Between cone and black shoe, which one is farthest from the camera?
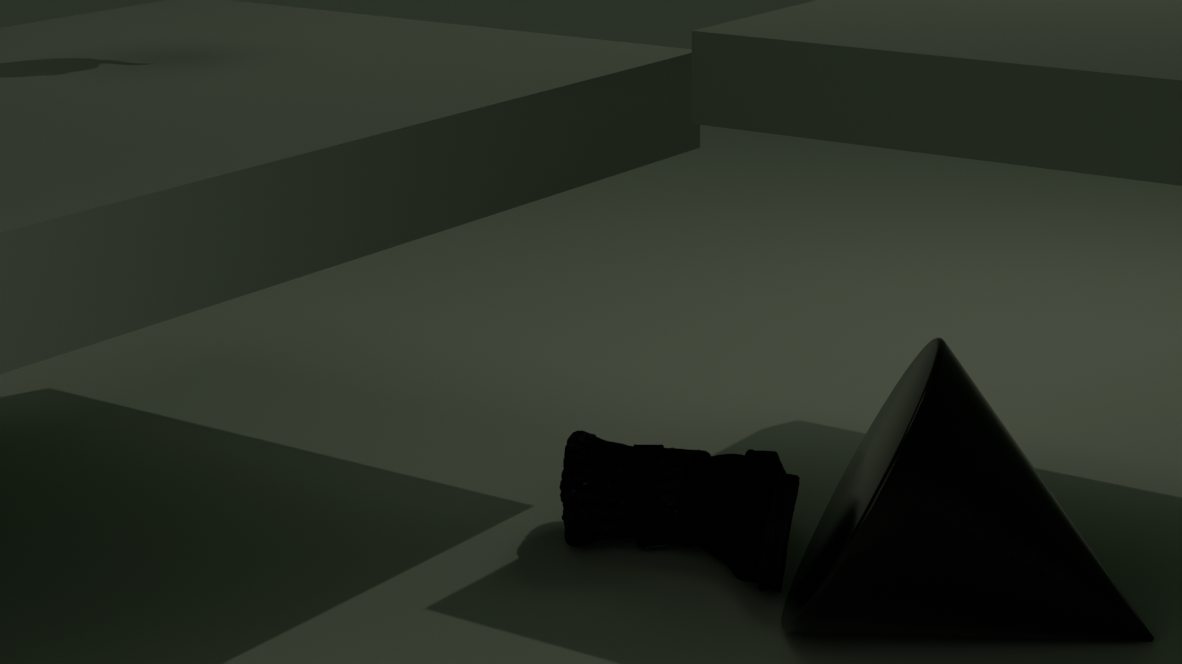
black shoe
